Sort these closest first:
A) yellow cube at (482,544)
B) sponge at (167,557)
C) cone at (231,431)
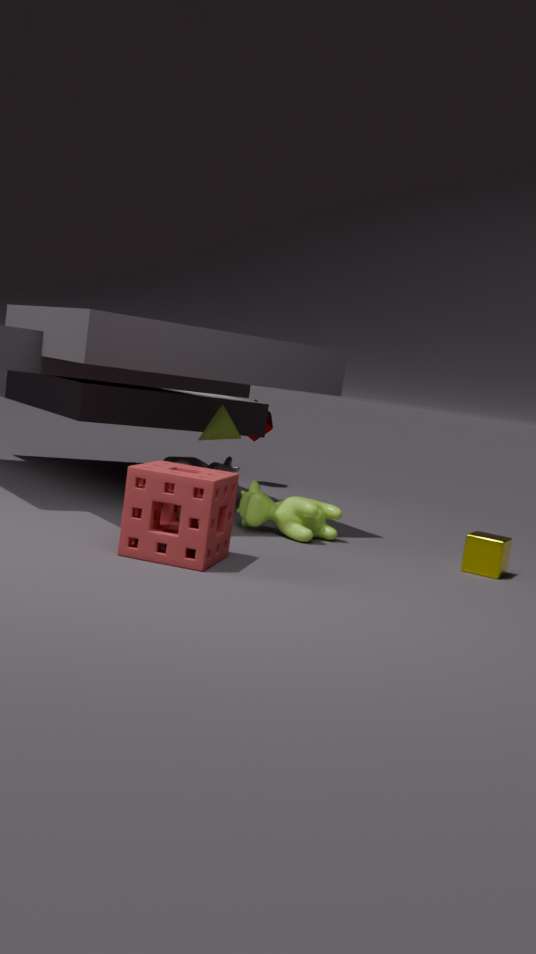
1. sponge at (167,557)
2. yellow cube at (482,544)
3. cone at (231,431)
